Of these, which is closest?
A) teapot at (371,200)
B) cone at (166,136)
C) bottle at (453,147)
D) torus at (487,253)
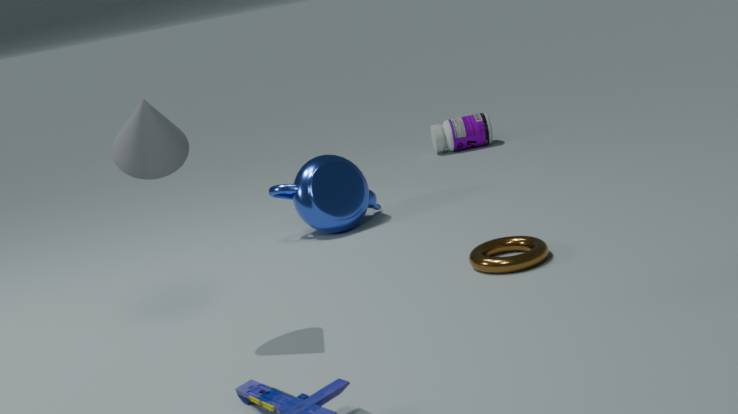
cone at (166,136)
